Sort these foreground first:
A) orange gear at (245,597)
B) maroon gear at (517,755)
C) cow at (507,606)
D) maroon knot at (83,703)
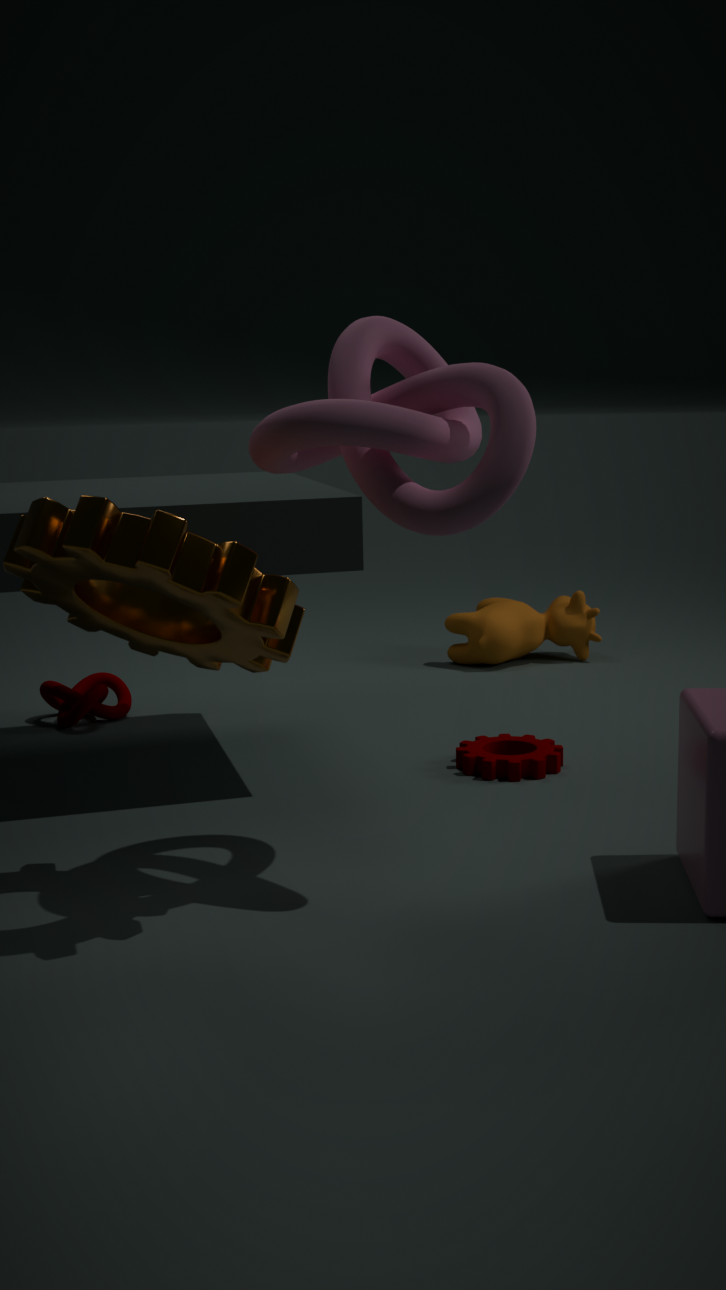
orange gear at (245,597)
maroon gear at (517,755)
maroon knot at (83,703)
cow at (507,606)
